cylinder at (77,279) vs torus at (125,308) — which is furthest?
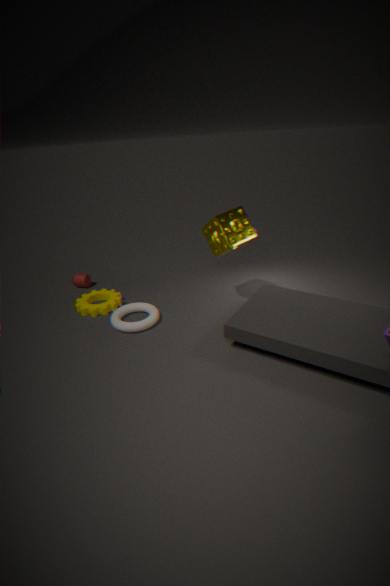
cylinder at (77,279)
